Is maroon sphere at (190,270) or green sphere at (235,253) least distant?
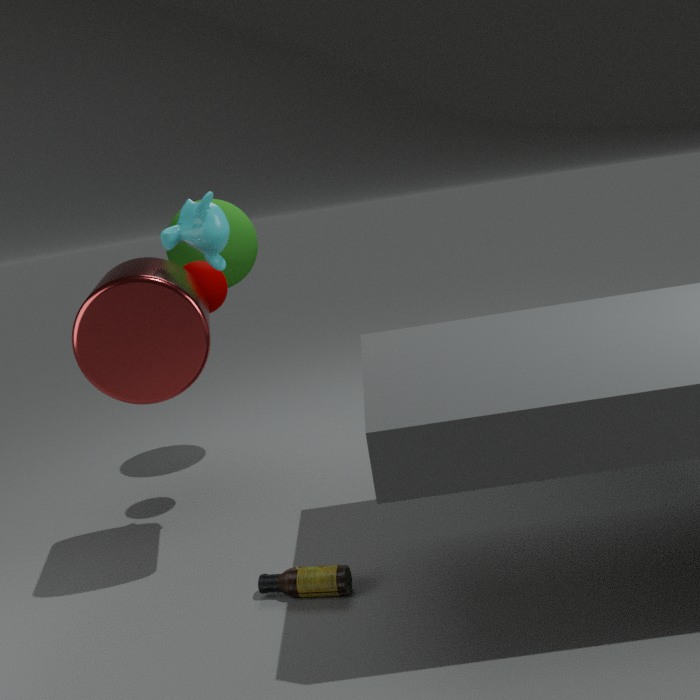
maroon sphere at (190,270)
